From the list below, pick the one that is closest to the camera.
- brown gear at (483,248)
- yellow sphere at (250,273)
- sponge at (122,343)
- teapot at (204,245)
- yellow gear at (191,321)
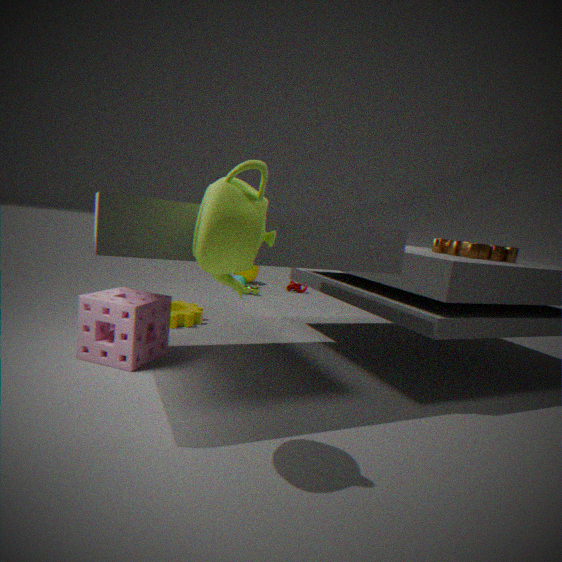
teapot at (204,245)
